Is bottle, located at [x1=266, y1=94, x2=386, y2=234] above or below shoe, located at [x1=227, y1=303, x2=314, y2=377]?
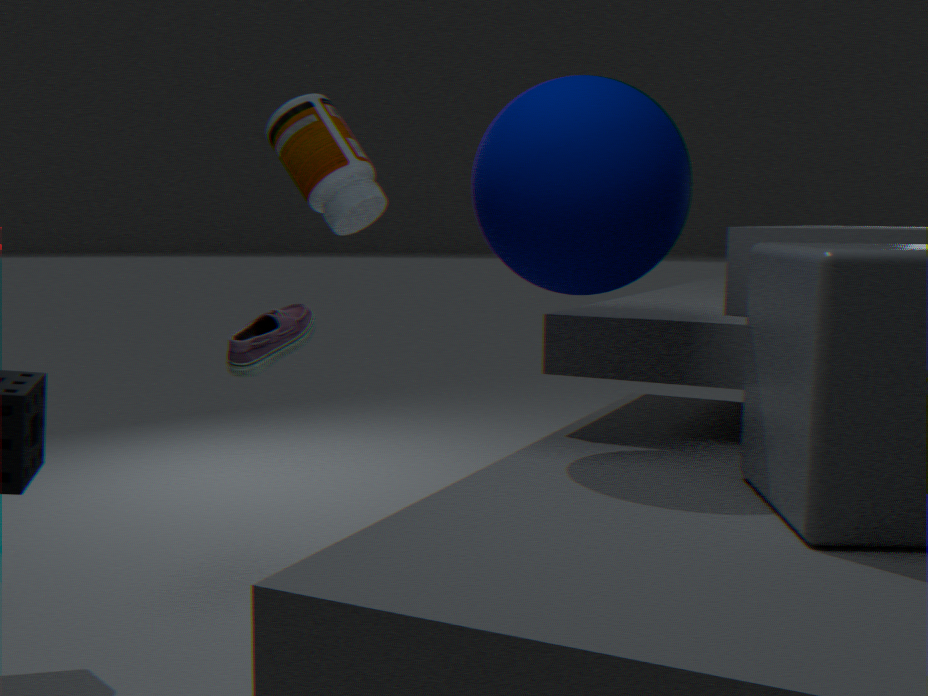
above
